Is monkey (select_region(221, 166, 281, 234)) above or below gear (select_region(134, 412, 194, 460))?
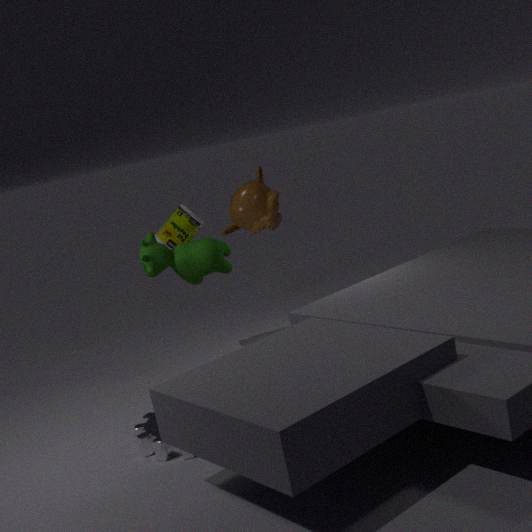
above
